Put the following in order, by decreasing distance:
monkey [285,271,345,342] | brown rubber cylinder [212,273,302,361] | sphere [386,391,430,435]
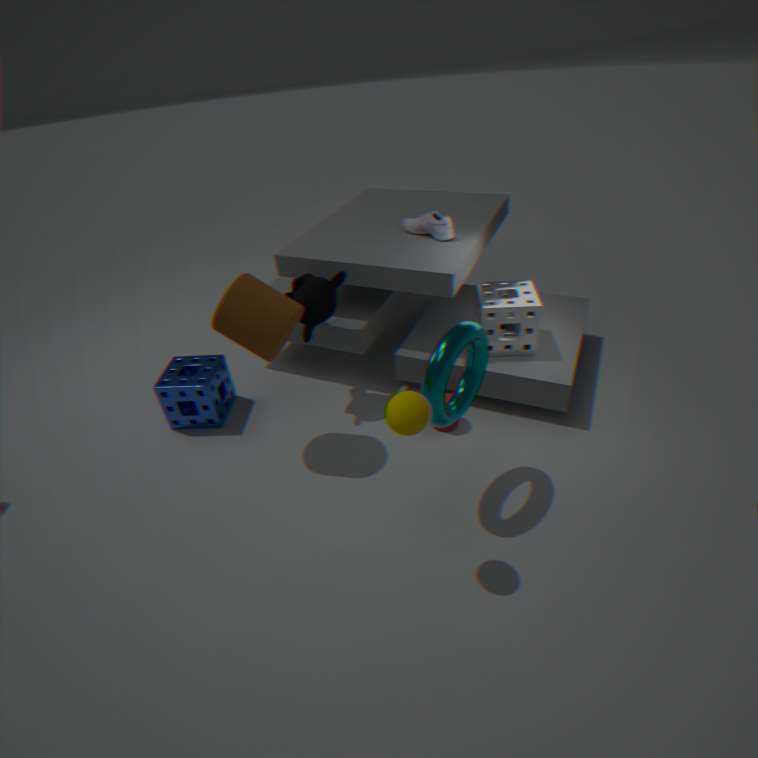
monkey [285,271,345,342], brown rubber cylinder [212,273,302,361], sphere [386,391,430,435]
